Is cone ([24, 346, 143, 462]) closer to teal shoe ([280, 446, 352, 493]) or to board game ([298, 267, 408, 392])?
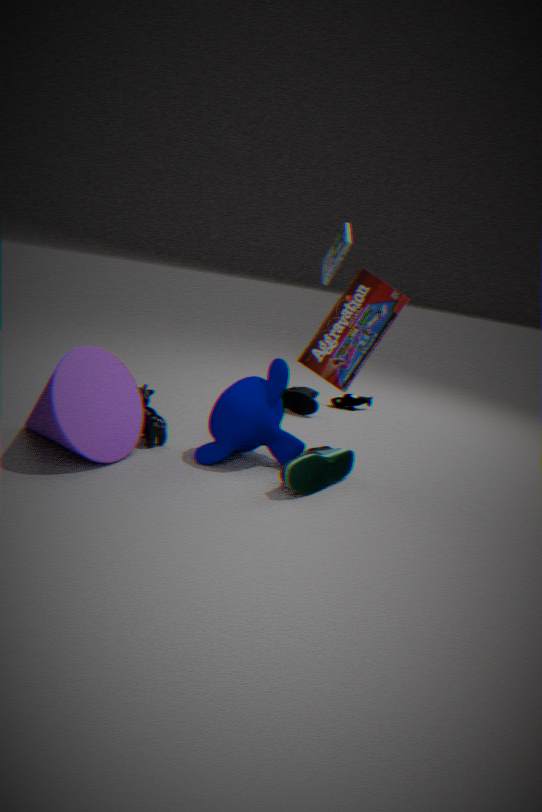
teal shoe ([280, 446, 352, 493])
